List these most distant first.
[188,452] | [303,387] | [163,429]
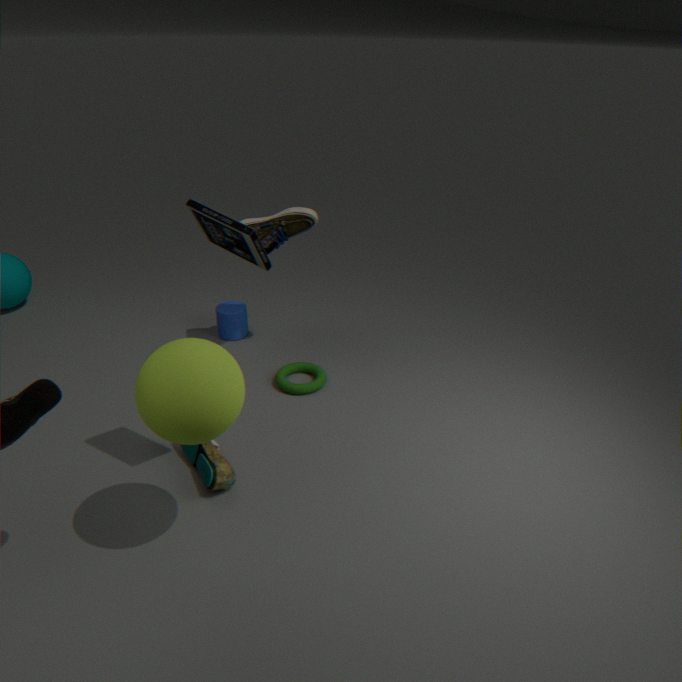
1. [303,387]
2. [188,452]
3. [163,429]
